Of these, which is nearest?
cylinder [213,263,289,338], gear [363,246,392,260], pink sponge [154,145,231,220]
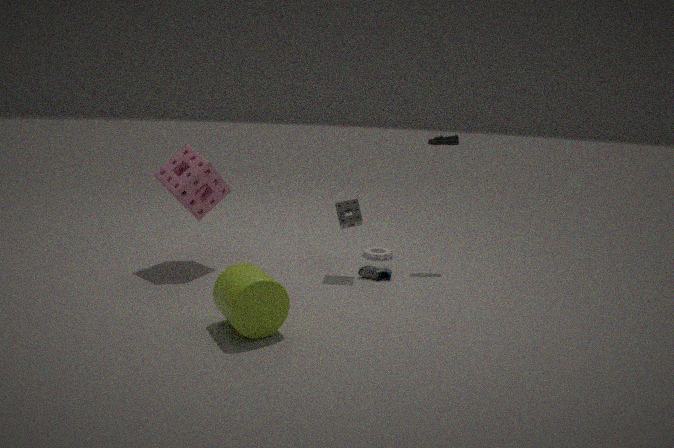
cylinder [213,263,289,338]
